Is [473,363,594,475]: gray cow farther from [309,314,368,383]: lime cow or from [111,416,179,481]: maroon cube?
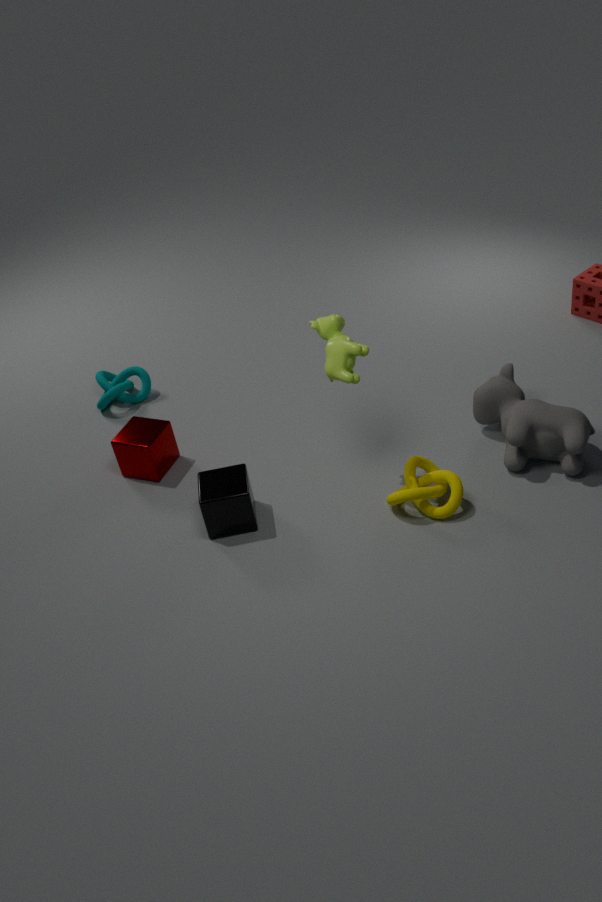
[111,416,179,481]: maroon cube
